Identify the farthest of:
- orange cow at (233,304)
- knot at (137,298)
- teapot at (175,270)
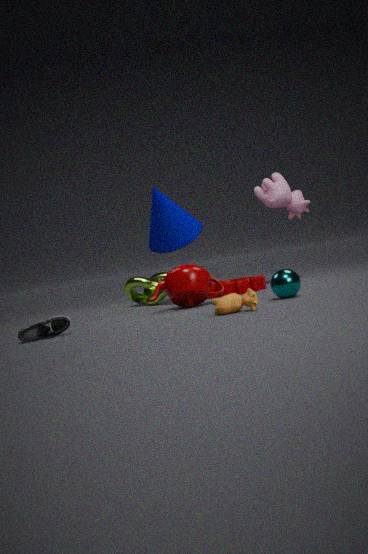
knot at (137,298)
